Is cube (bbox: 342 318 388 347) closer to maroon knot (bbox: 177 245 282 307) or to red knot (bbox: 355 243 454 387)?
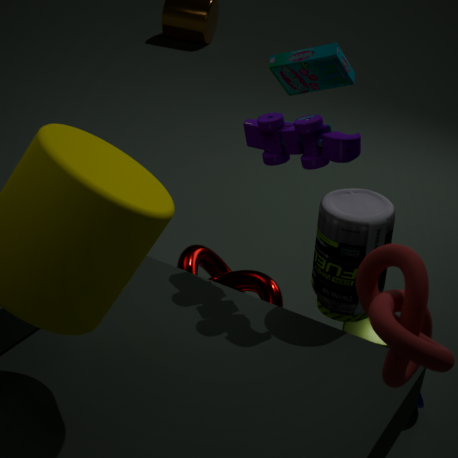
maroon knot (bbox: 177 245 282 307)
